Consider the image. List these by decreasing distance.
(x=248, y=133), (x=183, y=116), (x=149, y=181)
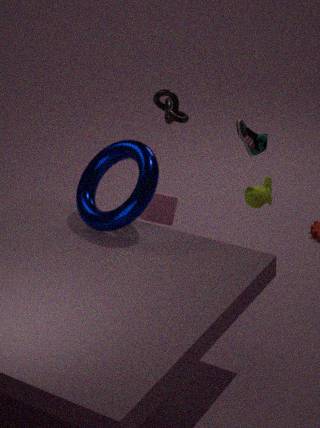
(x=183, y=116)
(x=248, y=133)
(x=149, y=181)
